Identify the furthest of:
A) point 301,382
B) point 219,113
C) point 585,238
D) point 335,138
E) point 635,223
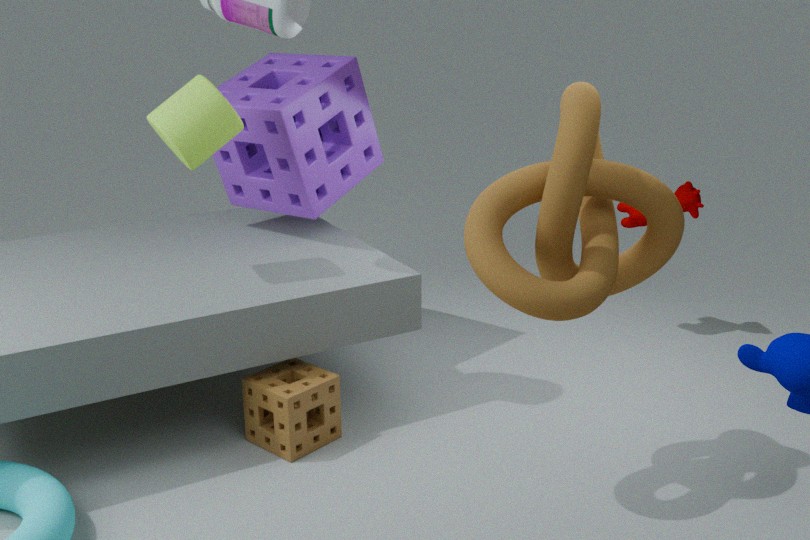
point 635,223
